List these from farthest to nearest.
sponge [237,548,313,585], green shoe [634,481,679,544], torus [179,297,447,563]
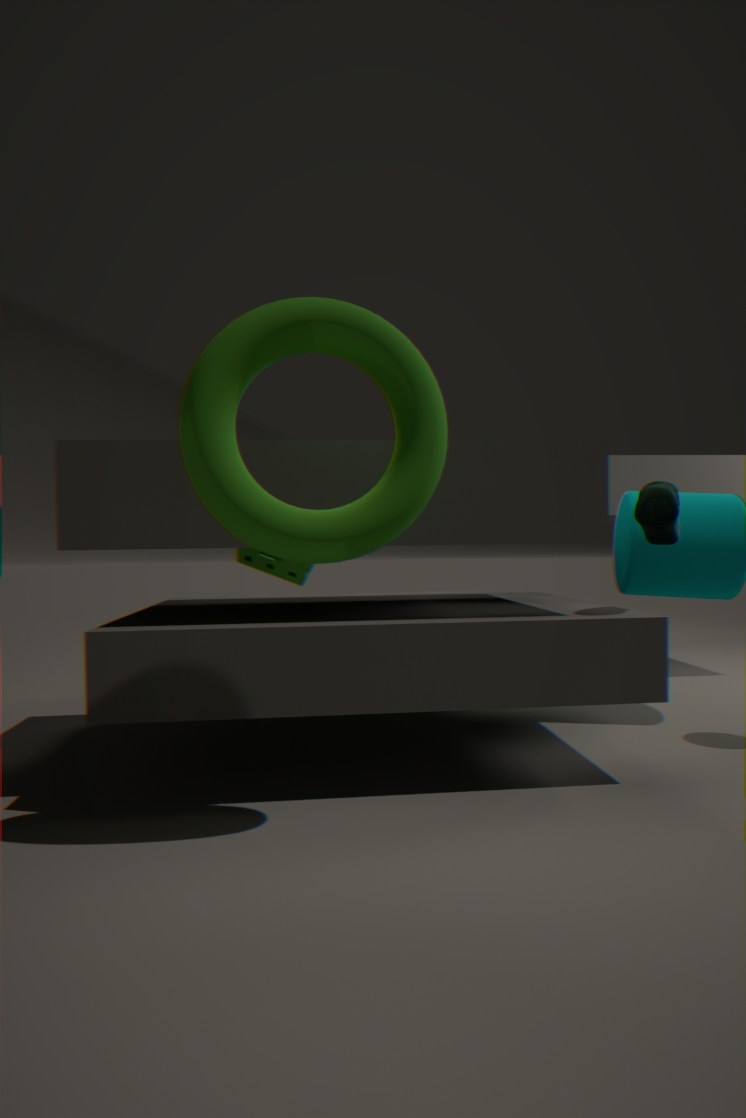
1. sponge [237,548,313,585]
2. green shoe [634,481,679,544]
3. torus [179,297,447,563]
